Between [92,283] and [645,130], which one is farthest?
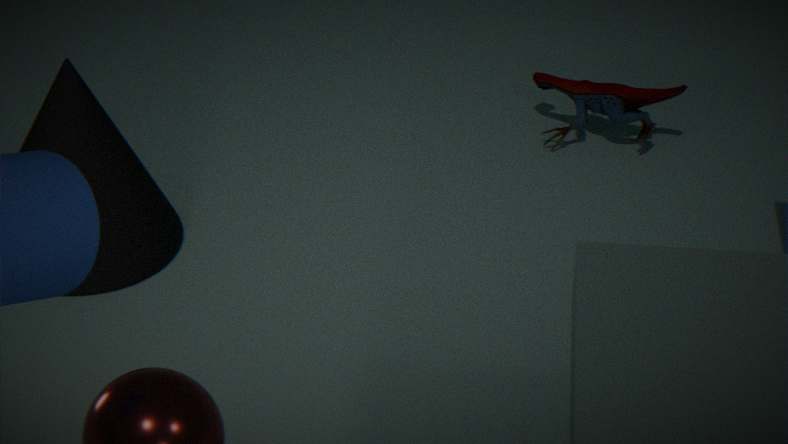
[645,130]
